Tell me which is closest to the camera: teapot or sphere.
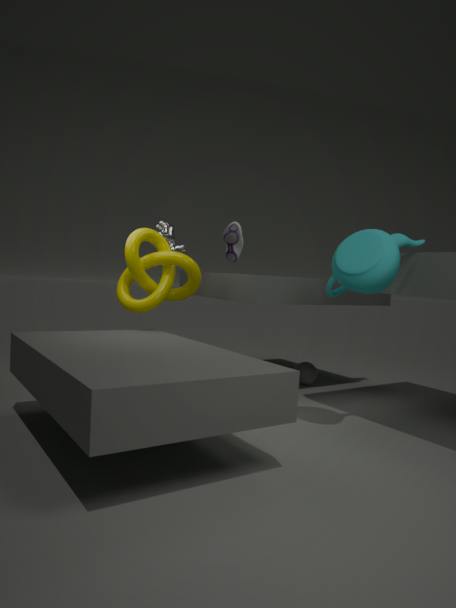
Result: teapot
